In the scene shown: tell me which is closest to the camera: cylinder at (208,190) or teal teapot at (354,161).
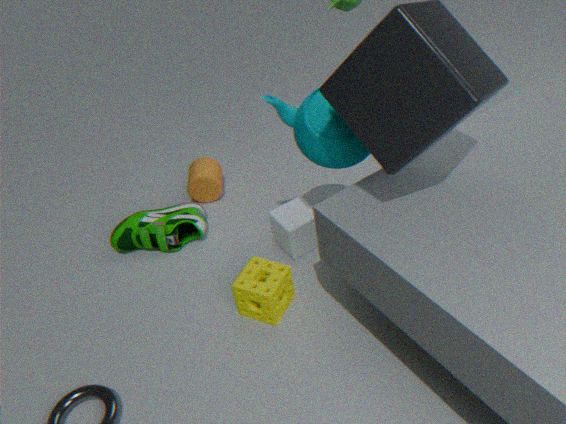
teal teapot at (354,161)
